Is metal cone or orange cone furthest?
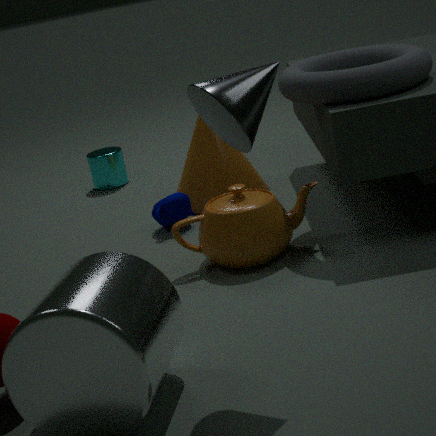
orange cone
